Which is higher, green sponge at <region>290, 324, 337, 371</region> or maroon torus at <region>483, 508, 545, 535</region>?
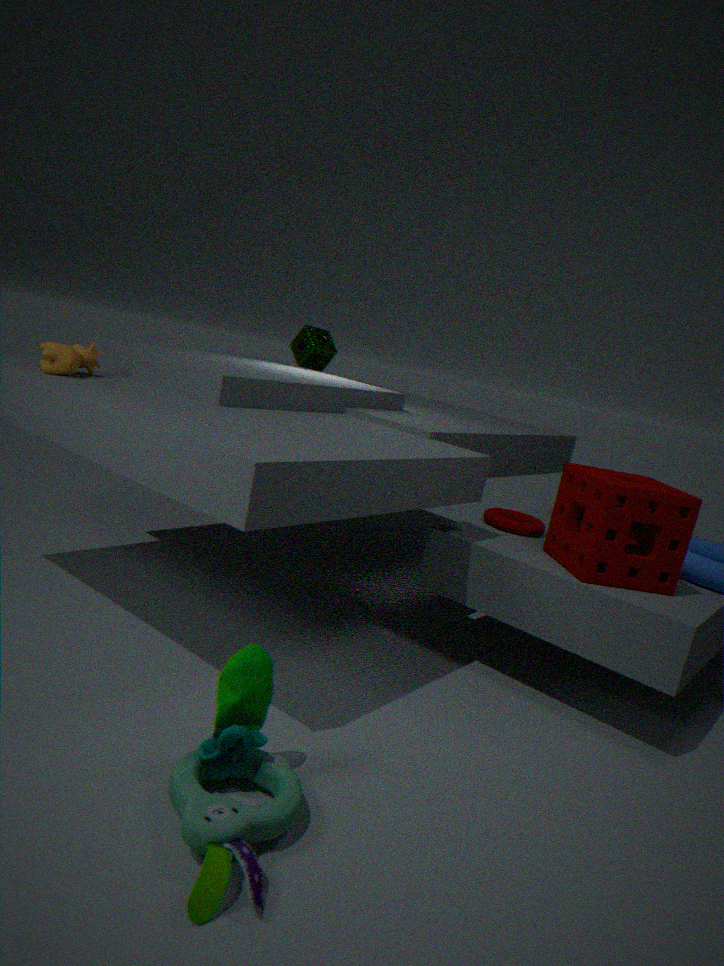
green sponge at <region>290, 324, 337, 371</region>
